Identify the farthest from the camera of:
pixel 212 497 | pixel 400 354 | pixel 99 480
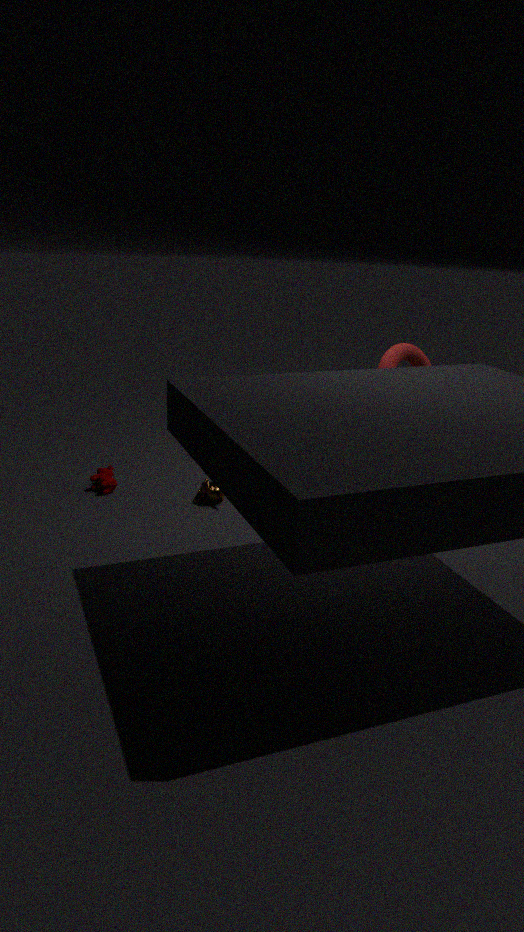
pixel 99 480
